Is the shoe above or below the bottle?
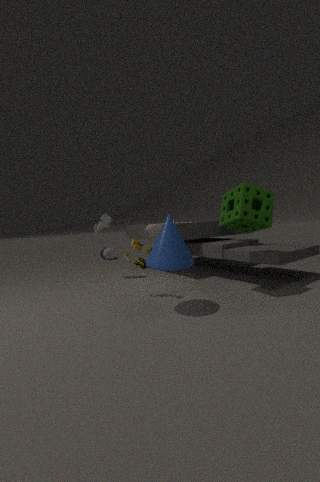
above
